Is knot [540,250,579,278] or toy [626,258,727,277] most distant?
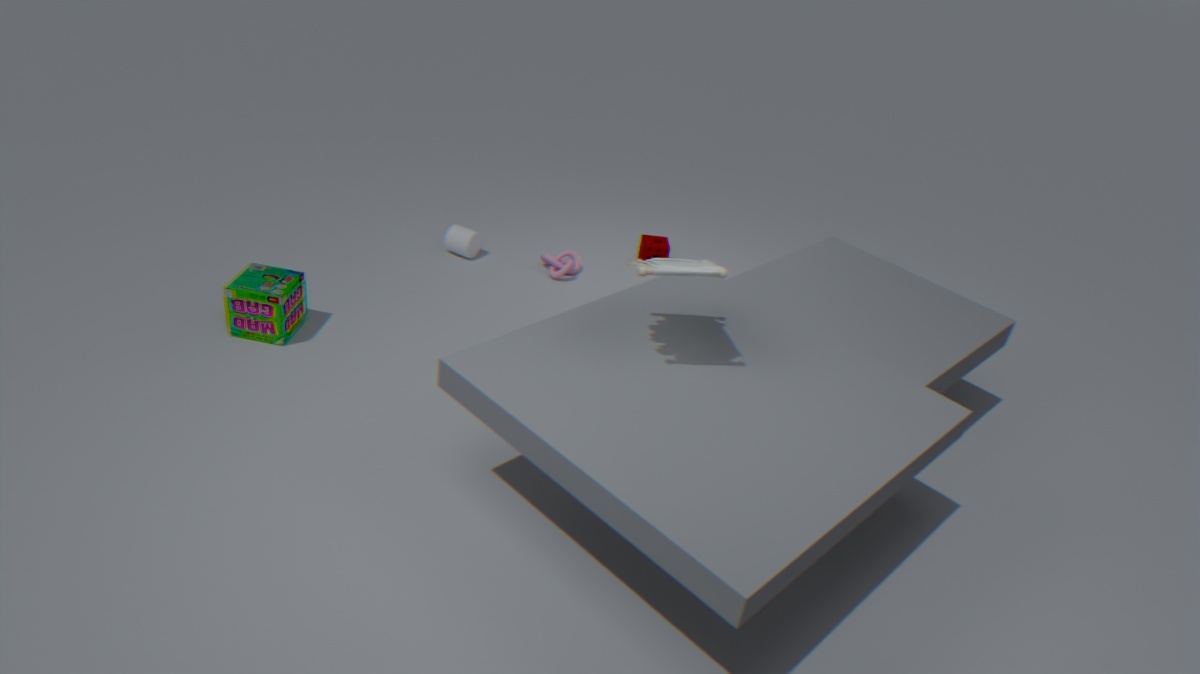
knot [540,250,579,278]
